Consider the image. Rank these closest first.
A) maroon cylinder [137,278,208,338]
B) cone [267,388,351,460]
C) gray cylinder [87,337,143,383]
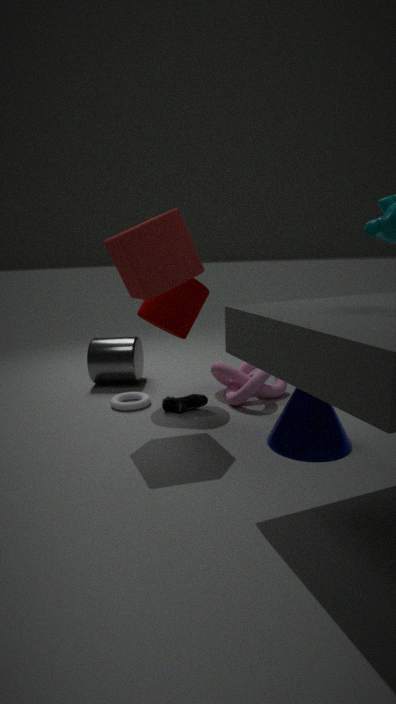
cone [267,388,351,460] < maroon cylinder [137,278,208,338] < gray cylinder [87,337,143,383]
